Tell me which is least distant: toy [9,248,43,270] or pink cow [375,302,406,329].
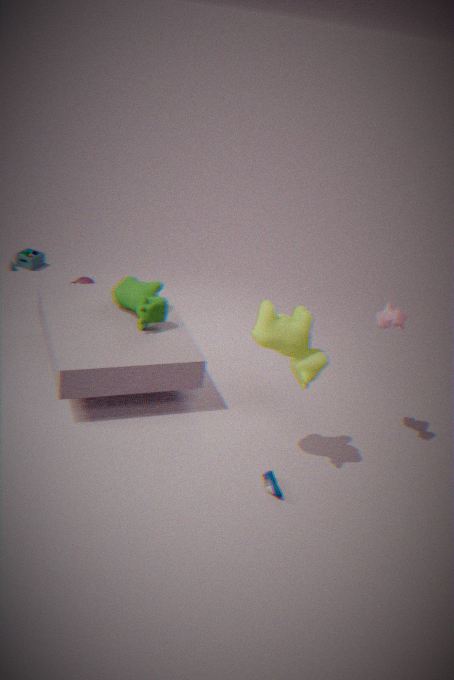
pink cow [375,302,406,329]
